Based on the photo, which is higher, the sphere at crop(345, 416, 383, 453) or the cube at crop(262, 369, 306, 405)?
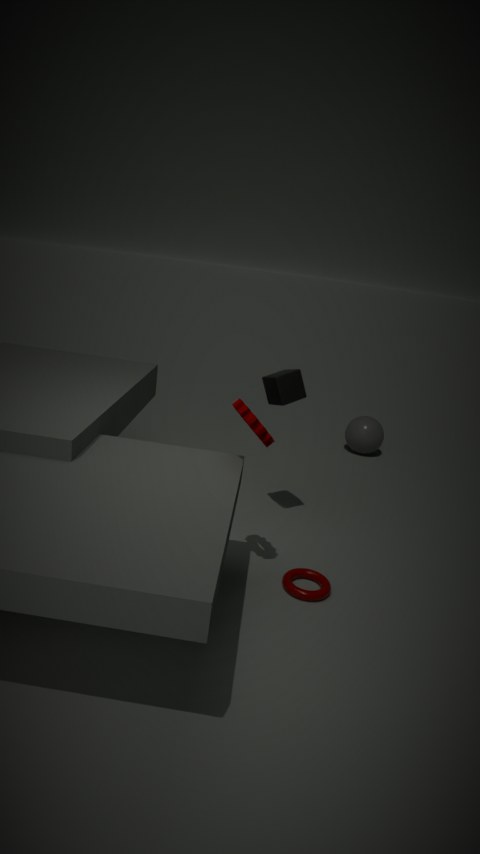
the cube at crop(262, 369, 306, 405)
